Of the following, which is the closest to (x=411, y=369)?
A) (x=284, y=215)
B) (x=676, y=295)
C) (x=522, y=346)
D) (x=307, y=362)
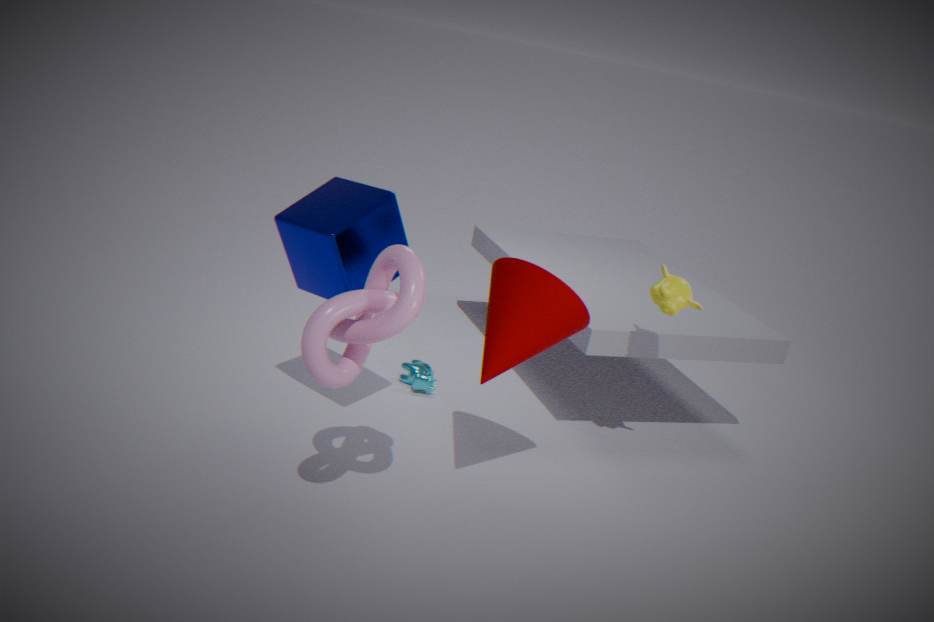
(x=284, y=215)
